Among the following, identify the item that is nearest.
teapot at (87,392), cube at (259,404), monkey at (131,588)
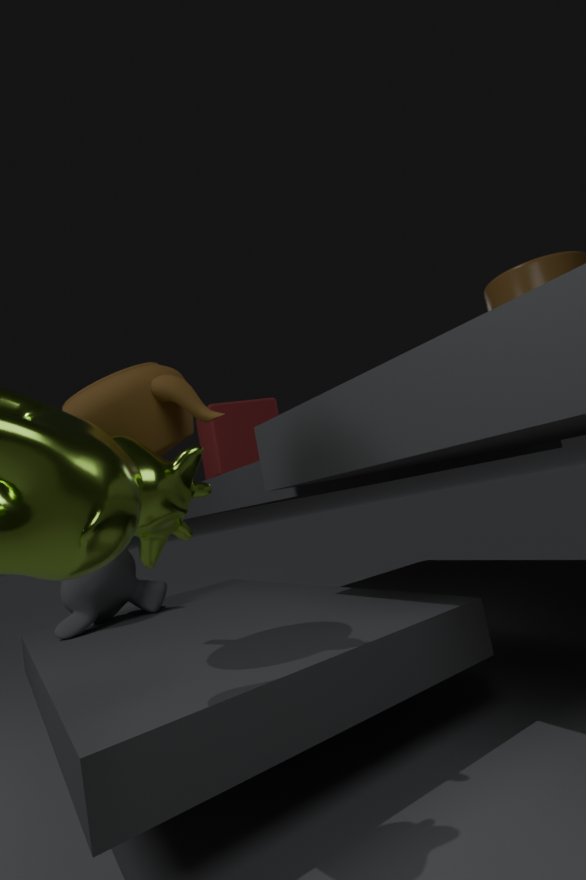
teapot at (87,392)
